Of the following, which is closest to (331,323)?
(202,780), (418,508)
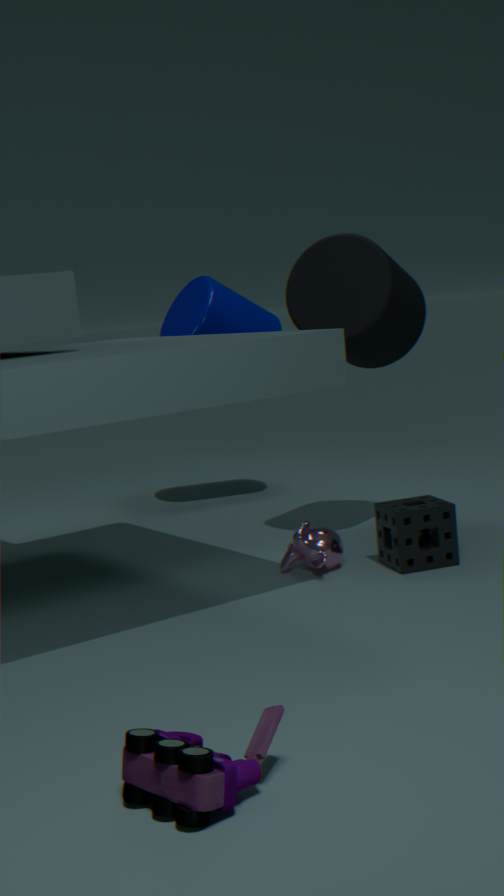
(418,508)
